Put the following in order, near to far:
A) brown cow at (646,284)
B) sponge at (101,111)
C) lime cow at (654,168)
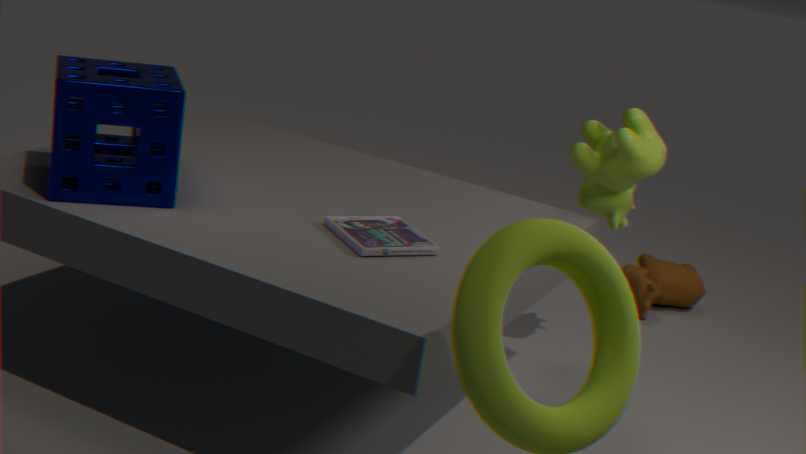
B. sponge at (101,111) < C. lime cow at (654,168) < A. brown cow at (646,284)
